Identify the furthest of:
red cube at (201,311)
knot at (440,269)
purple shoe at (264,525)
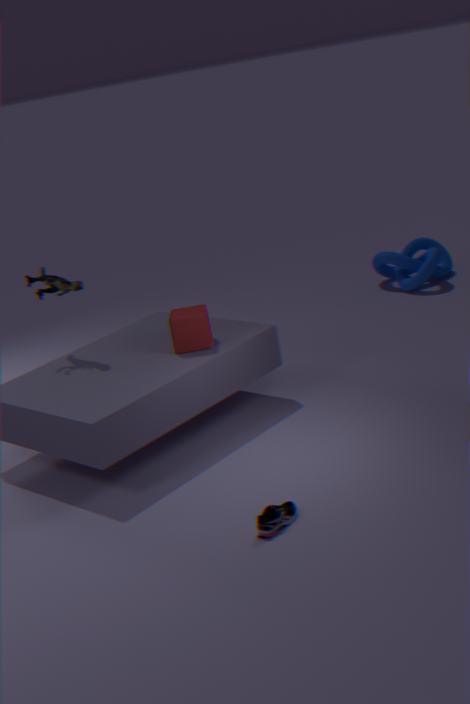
knot at (440,269)
